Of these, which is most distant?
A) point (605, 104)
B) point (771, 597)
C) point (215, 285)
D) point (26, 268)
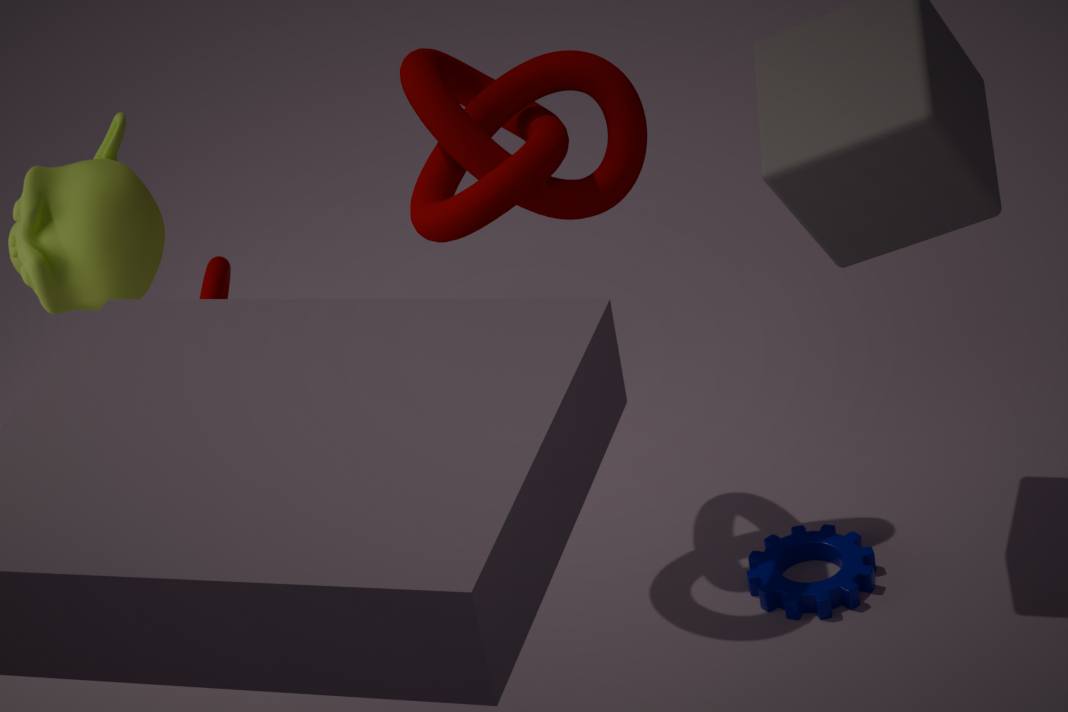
point (215, 285)
